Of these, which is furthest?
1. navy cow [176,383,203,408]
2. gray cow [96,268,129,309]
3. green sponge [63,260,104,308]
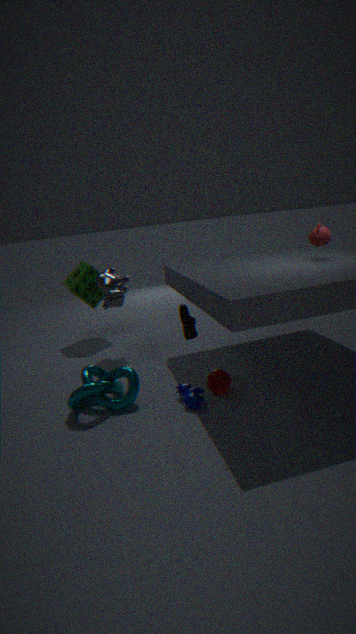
green sponge [63,260,104,308]
